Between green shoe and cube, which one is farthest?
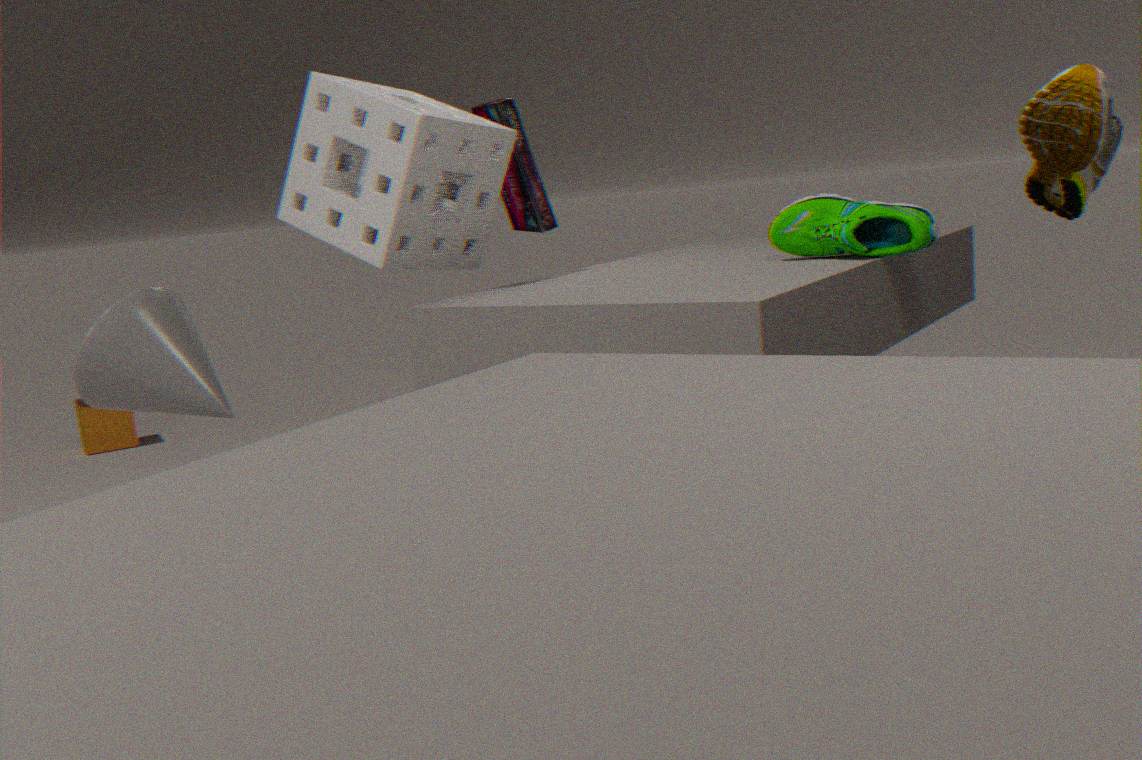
cube
